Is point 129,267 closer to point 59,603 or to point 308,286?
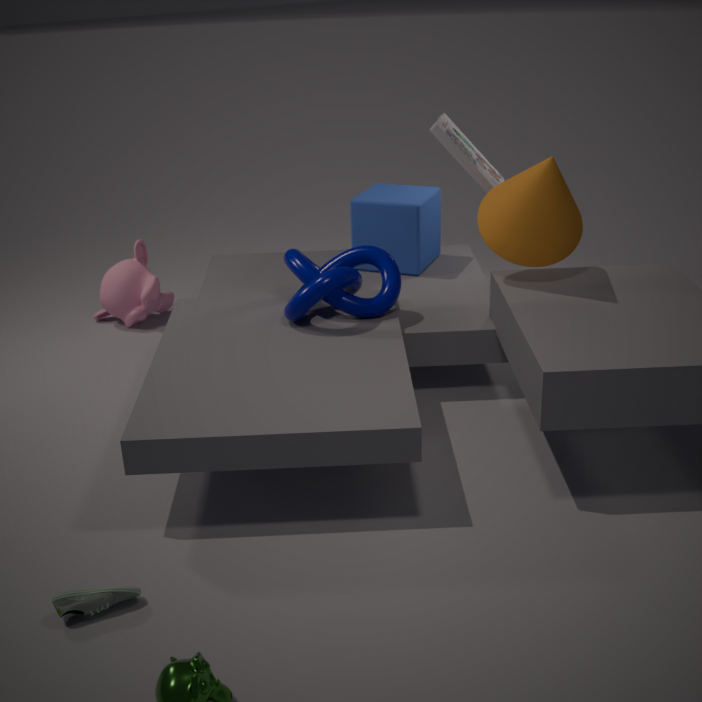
point 308,286
